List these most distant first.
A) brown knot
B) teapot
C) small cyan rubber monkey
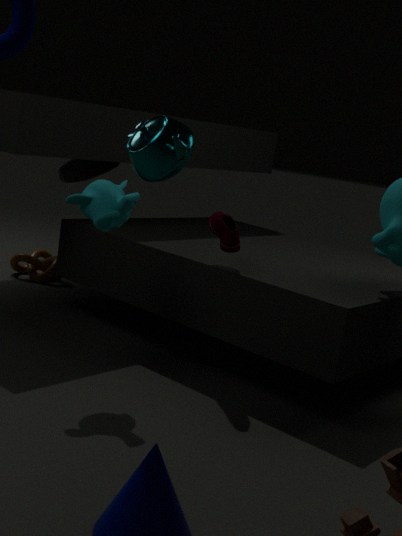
brown knot, small cyan rubber monkey, teapot
